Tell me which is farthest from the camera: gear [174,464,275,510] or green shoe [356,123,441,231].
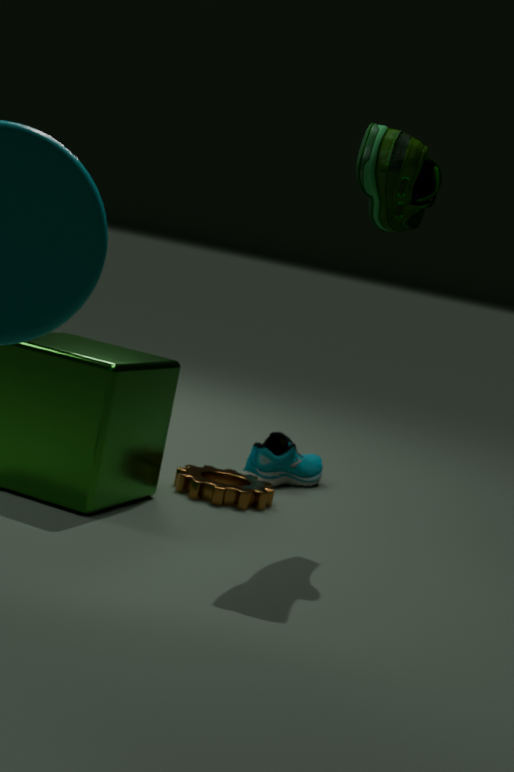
gear [174,464,275,510]
